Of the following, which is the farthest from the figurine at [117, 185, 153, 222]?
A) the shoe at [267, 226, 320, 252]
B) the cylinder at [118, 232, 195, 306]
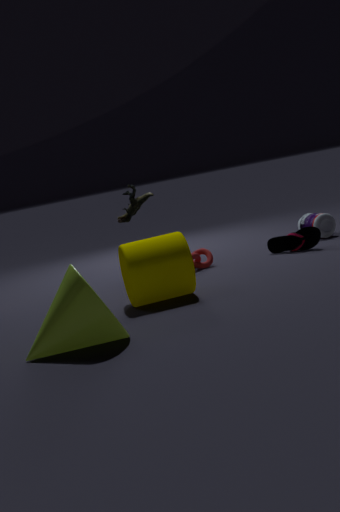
the cylinder at [118, 232, 195, 306]
